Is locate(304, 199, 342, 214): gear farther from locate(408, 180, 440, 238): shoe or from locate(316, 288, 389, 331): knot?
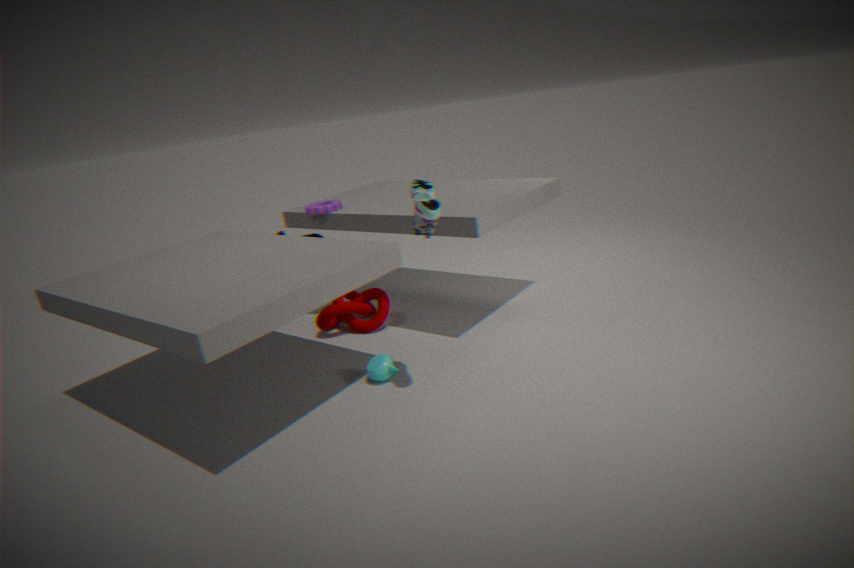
locate(408, 180, 440, 238): shoe
